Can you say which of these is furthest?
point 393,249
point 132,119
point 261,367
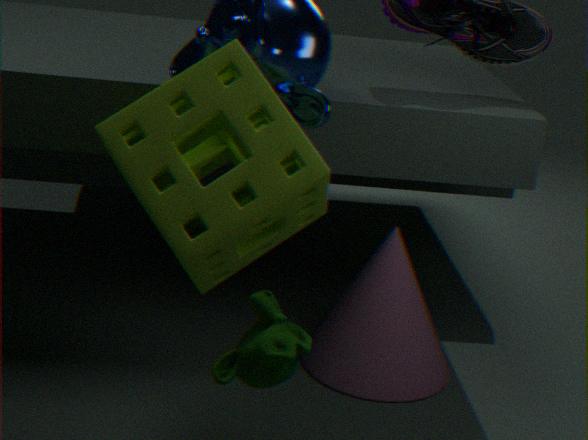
point 393,249
